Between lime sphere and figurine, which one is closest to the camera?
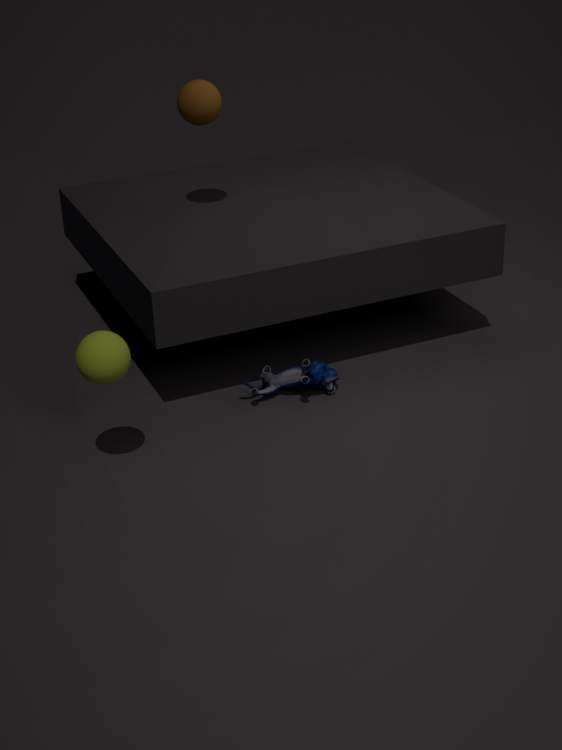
lime sphere
